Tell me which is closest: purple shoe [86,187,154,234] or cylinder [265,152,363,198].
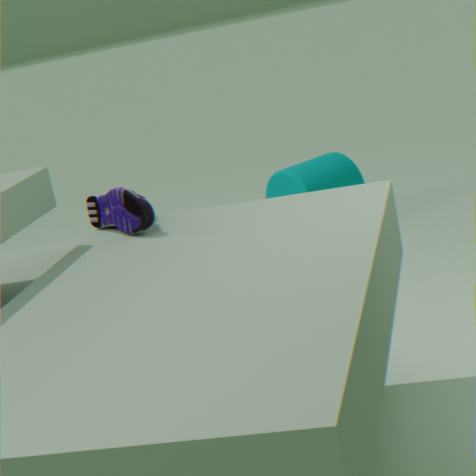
purple shoe [86,187,154,234]
